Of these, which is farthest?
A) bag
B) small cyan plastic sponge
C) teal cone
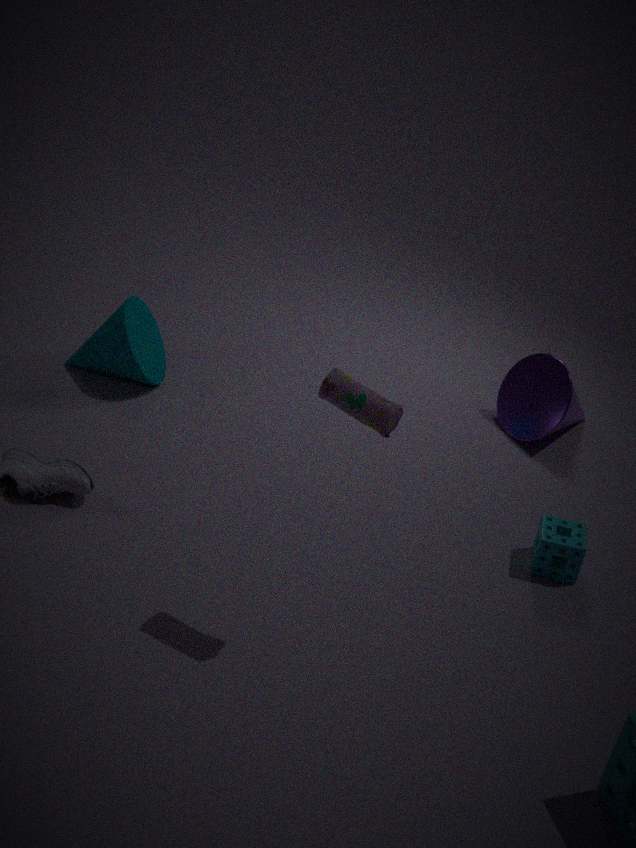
teal cone
